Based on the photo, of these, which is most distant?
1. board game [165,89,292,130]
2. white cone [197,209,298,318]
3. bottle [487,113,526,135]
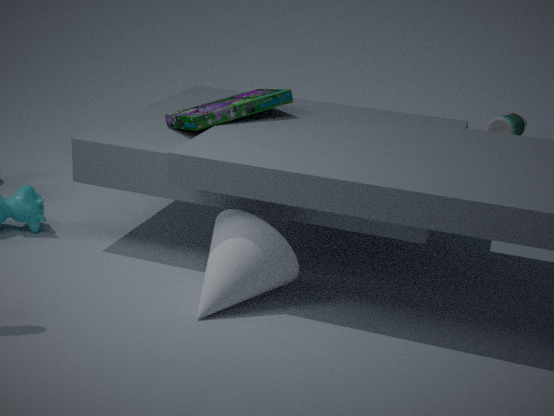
bottle [487,113,526,135]
